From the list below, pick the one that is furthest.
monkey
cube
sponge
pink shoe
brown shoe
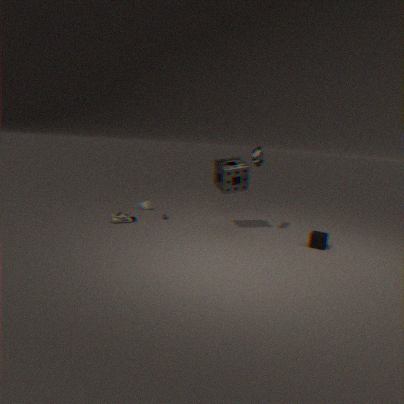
monkey
